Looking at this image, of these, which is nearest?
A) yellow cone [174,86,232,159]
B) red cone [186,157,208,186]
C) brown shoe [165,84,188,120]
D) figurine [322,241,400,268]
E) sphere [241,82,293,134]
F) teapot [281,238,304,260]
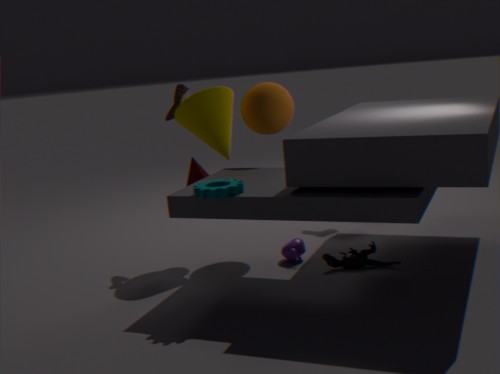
figurine [322,241,400,268]
